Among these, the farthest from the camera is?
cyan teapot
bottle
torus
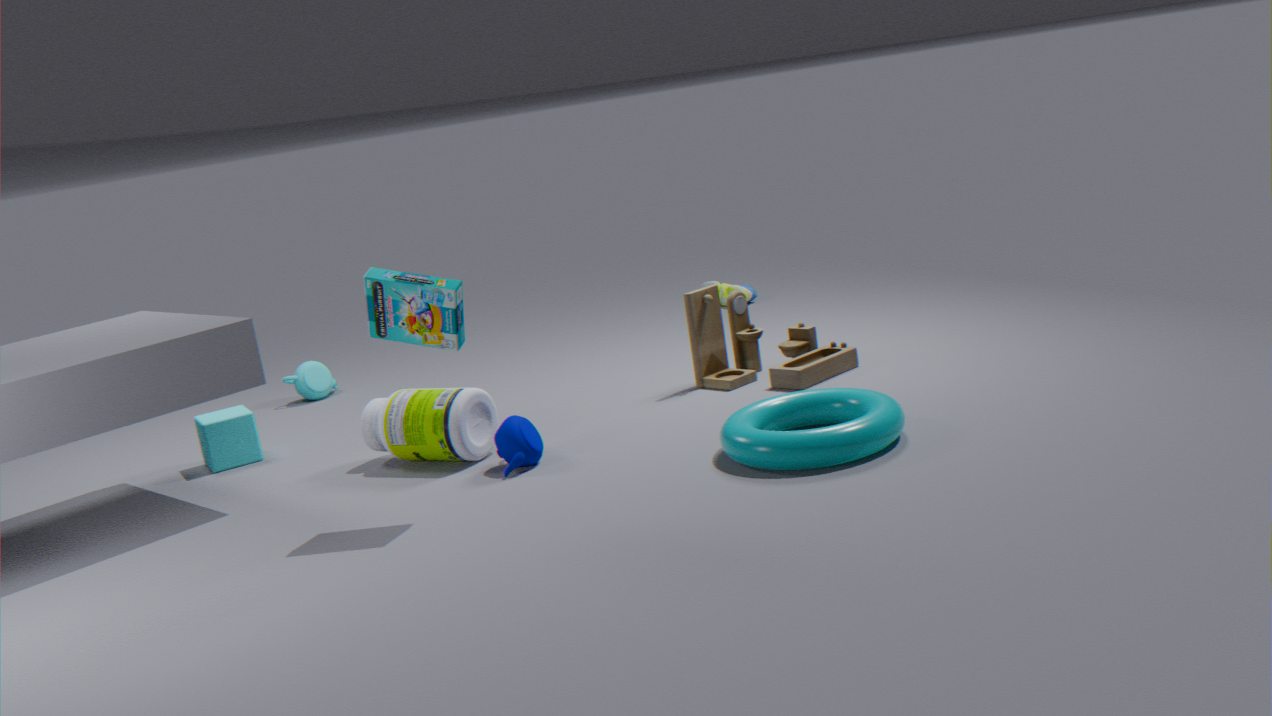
cyan teapot
